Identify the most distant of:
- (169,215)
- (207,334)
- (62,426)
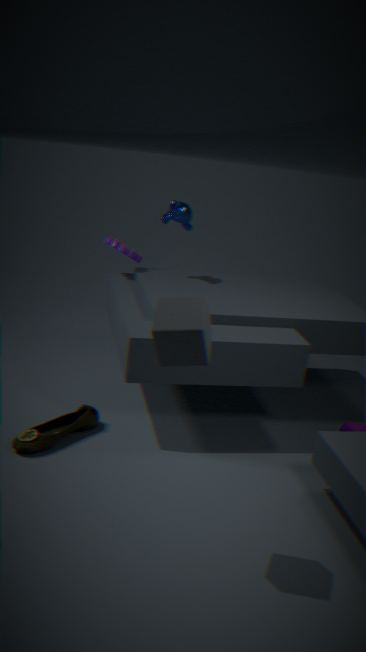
(169,215)
